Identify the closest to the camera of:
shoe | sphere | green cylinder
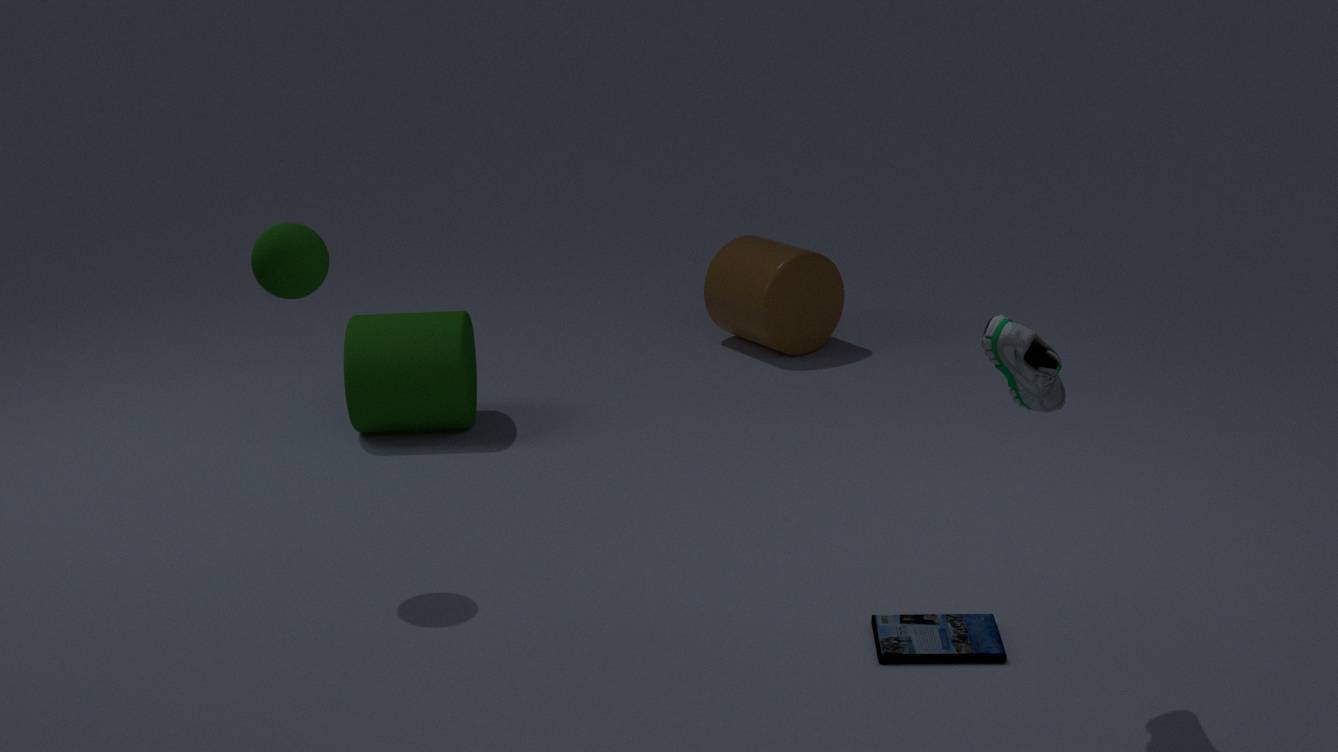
shoe
